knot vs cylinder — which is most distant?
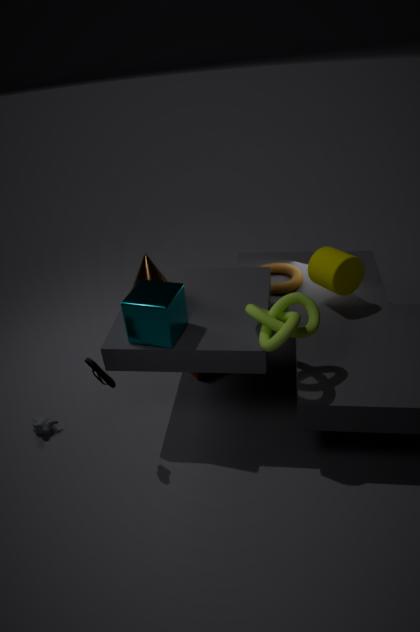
cylinder
